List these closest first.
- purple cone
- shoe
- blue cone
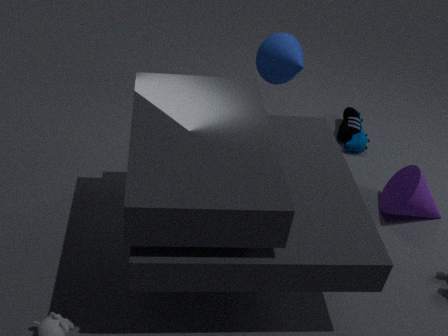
purple cone < blue cone < shoe
